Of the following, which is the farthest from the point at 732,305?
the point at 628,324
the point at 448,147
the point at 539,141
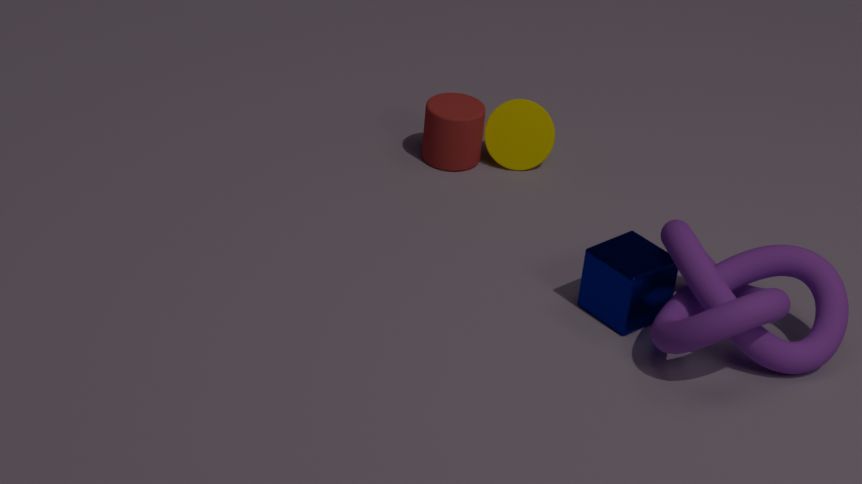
the point at 448,147
